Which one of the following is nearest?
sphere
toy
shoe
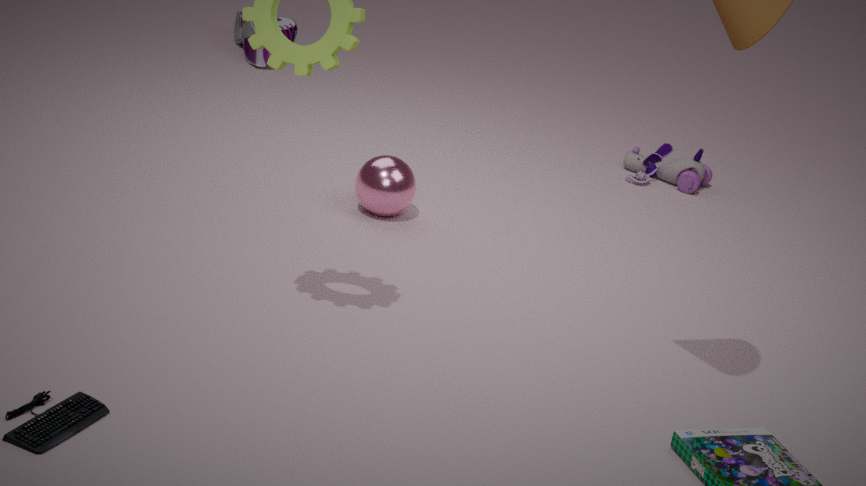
sphere
